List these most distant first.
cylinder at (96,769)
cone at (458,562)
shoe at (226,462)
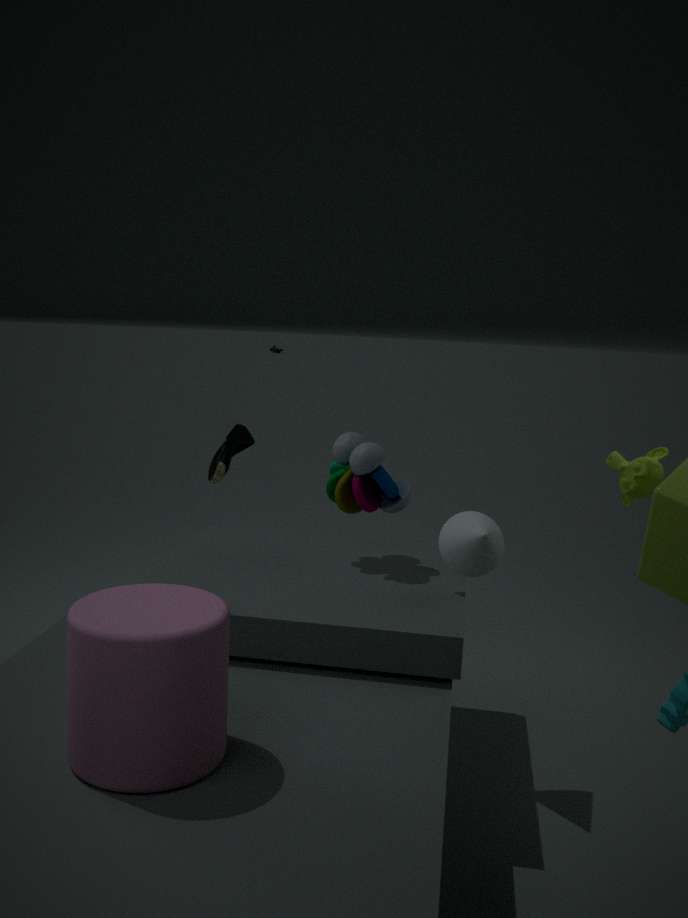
shoe at (226,462)
cone at (458,562)
cylinder at (96,769)
